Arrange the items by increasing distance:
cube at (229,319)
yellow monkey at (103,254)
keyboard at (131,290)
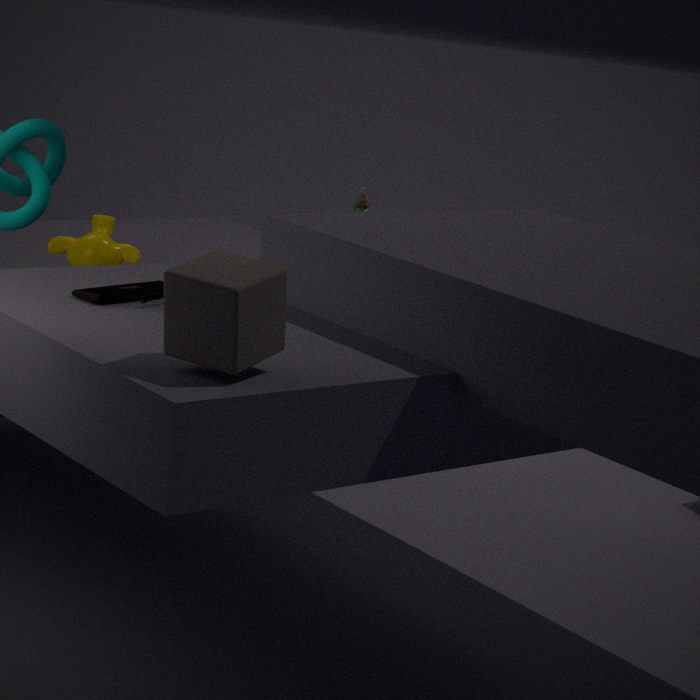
cube at (229,319) → keyboard at (131,290) → yellow monkey at (103,254)
